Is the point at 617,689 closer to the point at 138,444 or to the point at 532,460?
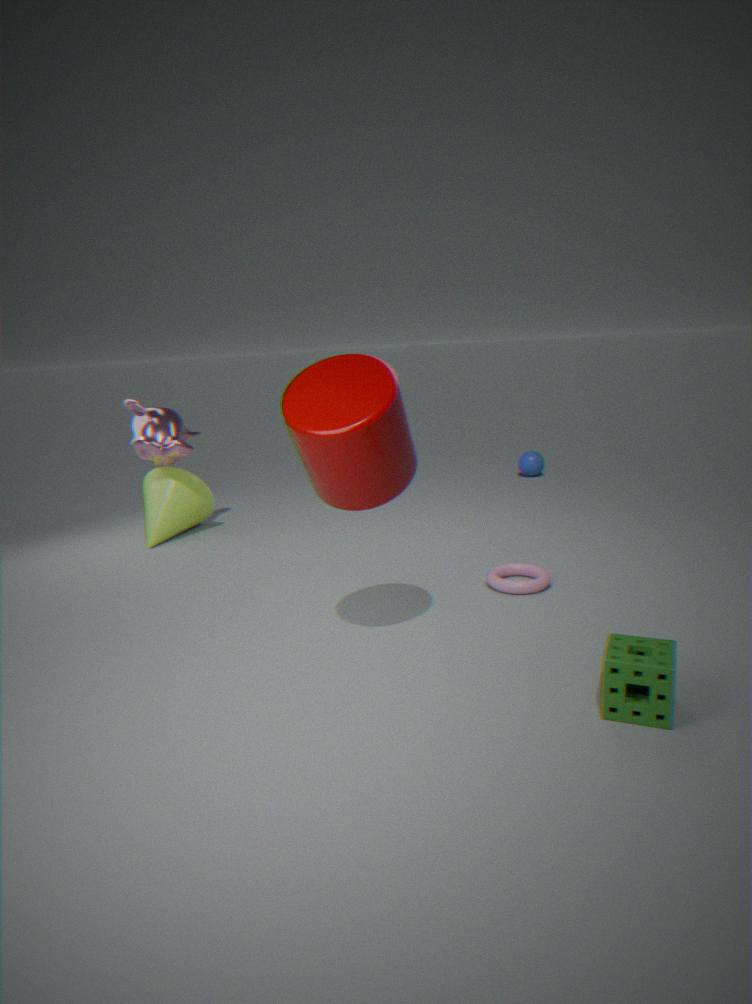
the point at 138,444
